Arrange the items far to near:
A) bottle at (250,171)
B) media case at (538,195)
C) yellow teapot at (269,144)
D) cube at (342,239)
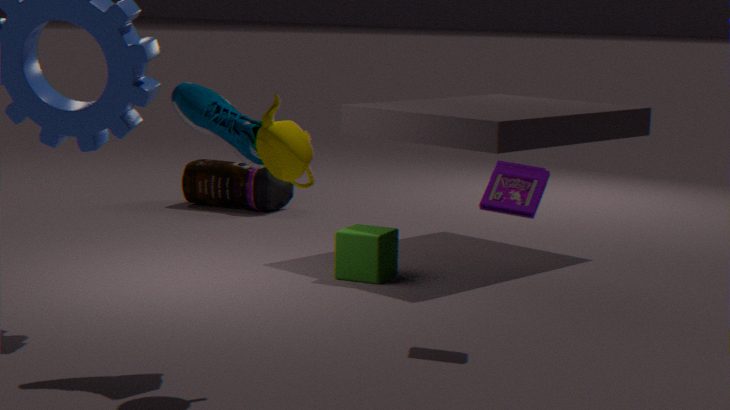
1. bottle at (250,171)
2. cube at (342,239)
3. media case at (538,195)
4. yellow teapot at (269,144)
